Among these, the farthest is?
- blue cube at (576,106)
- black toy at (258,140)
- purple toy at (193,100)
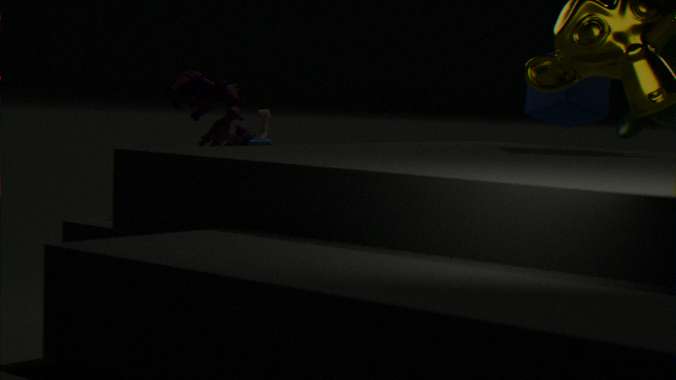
purple toy at (193,100)
